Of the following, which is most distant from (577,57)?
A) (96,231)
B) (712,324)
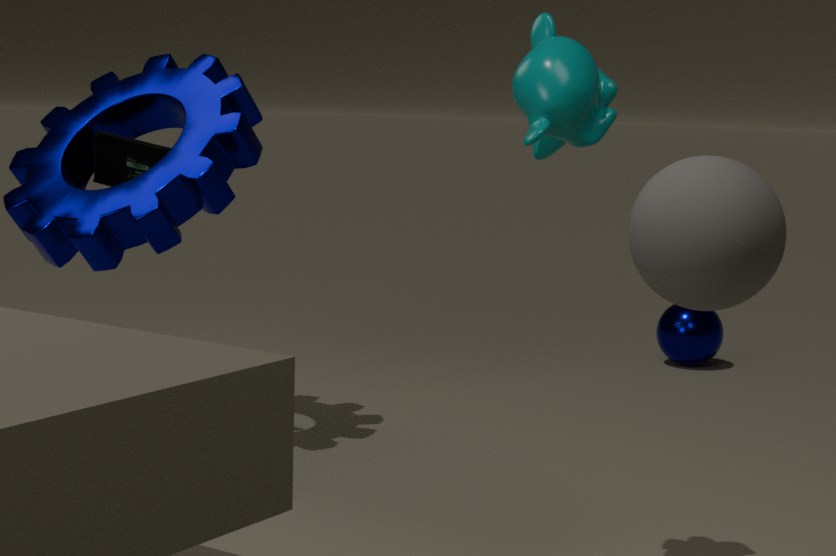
(712,324)
